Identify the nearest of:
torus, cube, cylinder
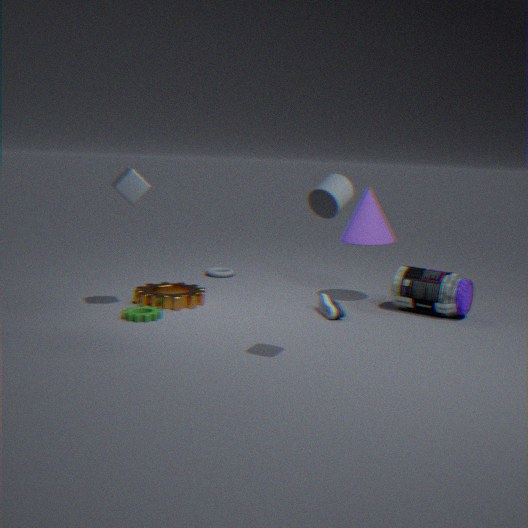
cylinder
